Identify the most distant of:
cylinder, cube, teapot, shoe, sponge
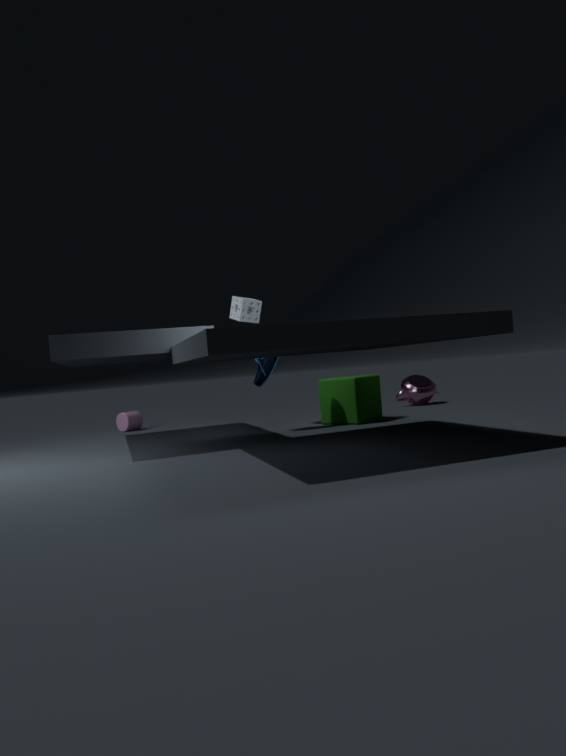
teapot
